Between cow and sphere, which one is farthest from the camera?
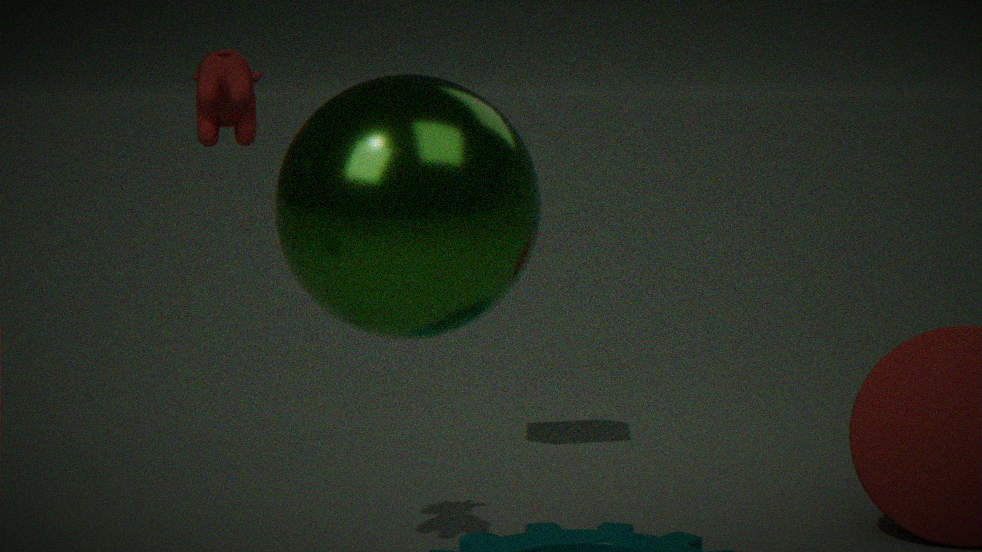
cow
